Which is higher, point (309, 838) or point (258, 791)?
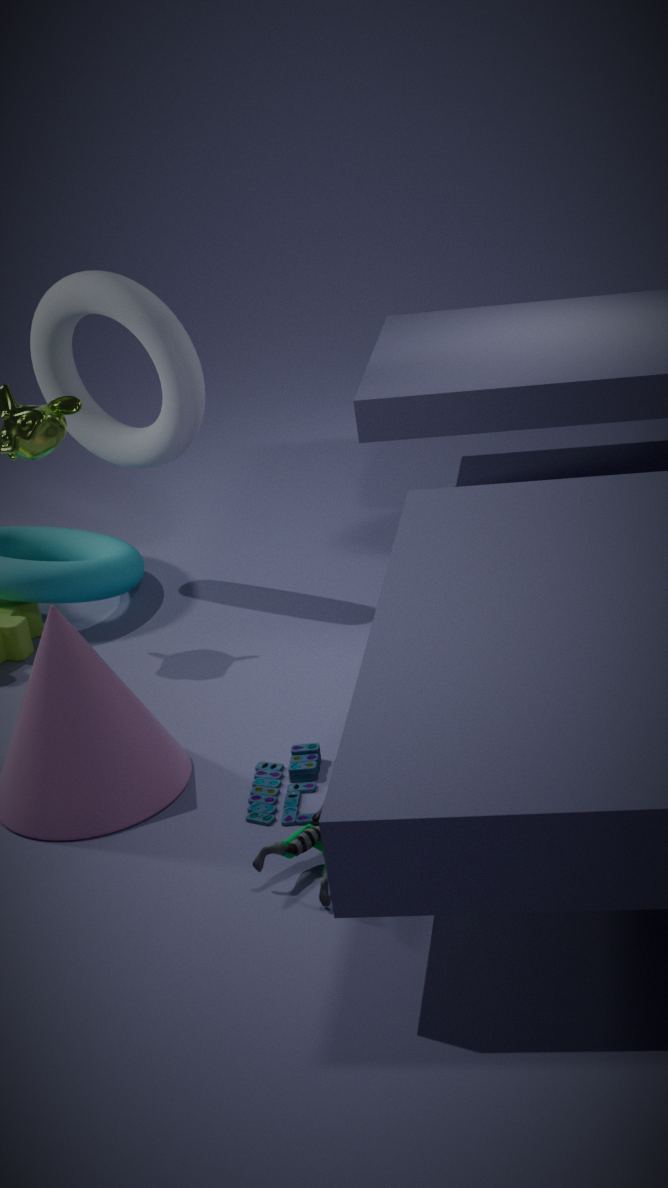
point (309, 838)
